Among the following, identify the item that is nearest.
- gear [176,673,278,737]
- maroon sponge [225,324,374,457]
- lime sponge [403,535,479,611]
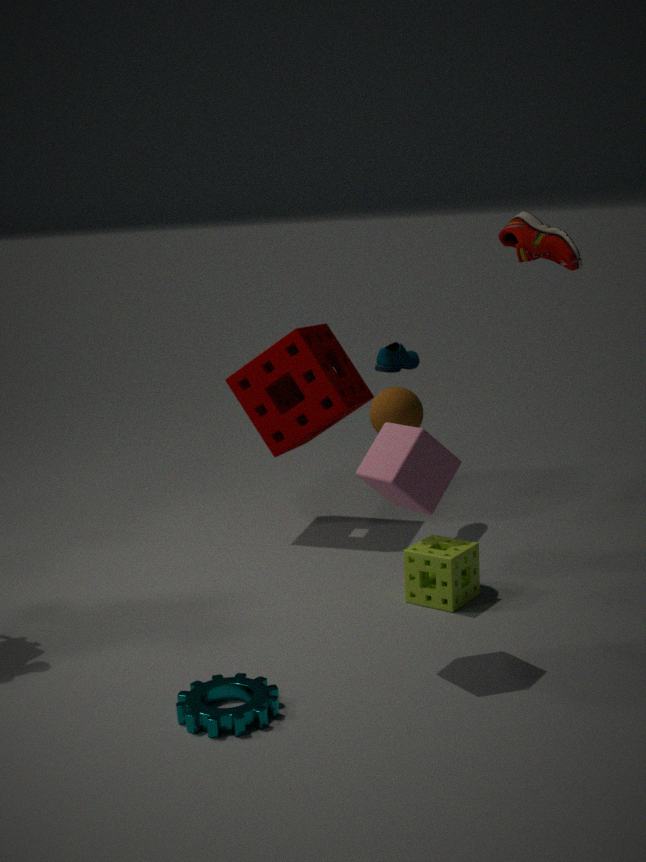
gear [176,673,278,737]
